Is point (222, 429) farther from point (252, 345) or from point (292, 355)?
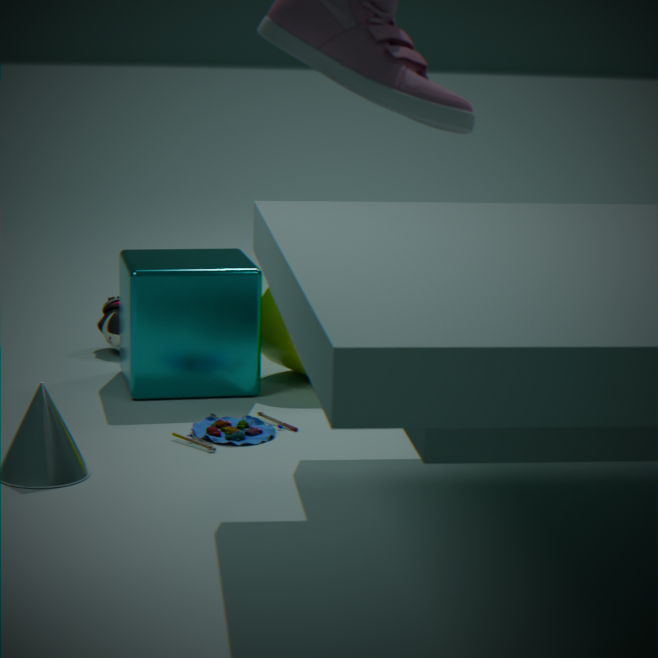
point (292, 355)
